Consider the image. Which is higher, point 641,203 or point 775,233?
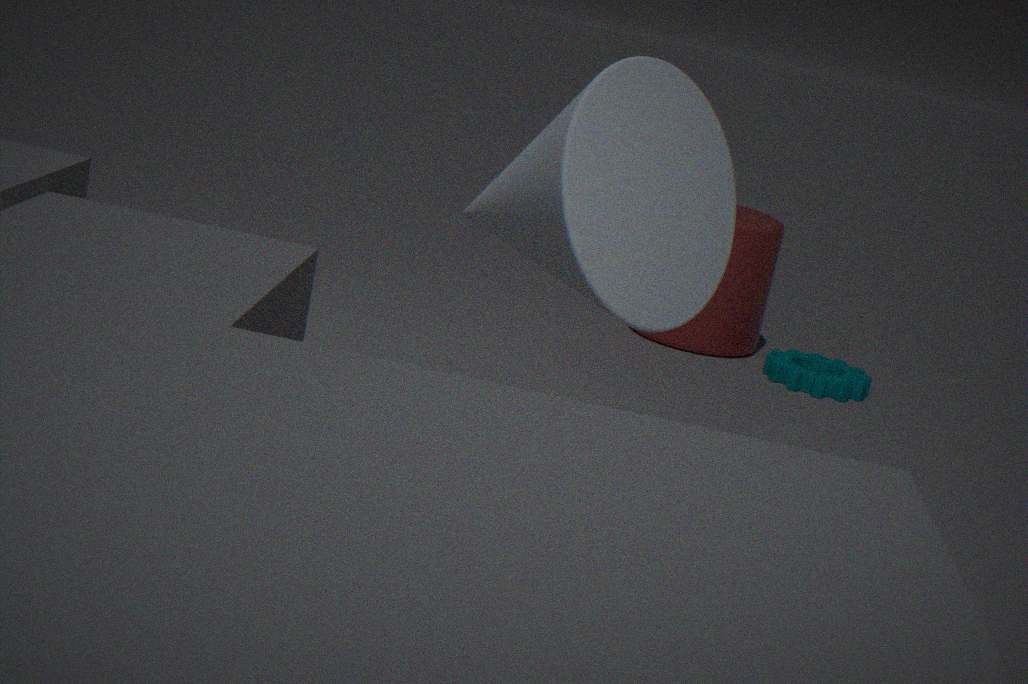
point 641,203
